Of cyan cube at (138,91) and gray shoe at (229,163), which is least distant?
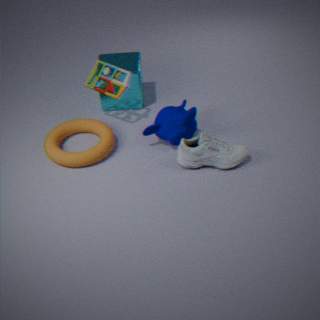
gray shoe at (229,163)
